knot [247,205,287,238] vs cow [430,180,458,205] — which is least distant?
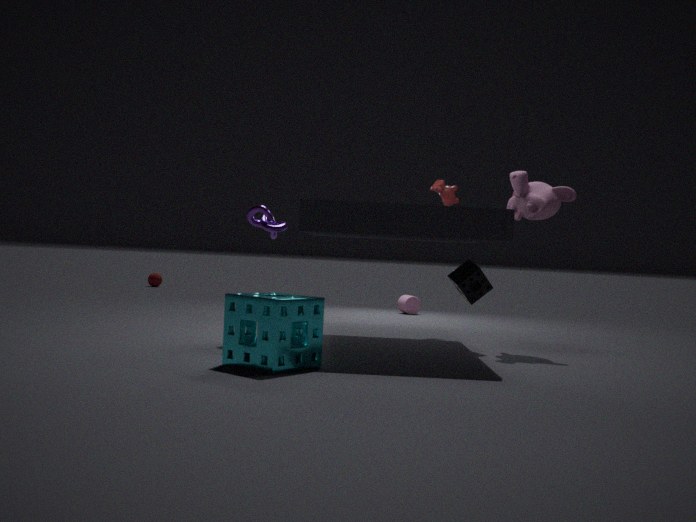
knot [247,205,287,238]
